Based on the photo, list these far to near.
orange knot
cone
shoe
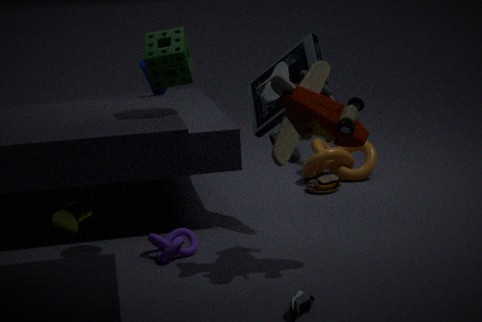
orange knot
cone
shoe
